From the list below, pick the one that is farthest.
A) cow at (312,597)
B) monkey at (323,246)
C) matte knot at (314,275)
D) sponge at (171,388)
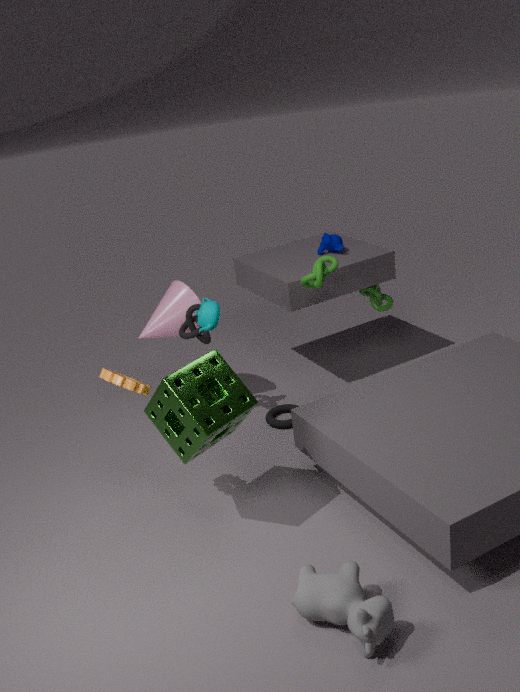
monkey at (323,246)
